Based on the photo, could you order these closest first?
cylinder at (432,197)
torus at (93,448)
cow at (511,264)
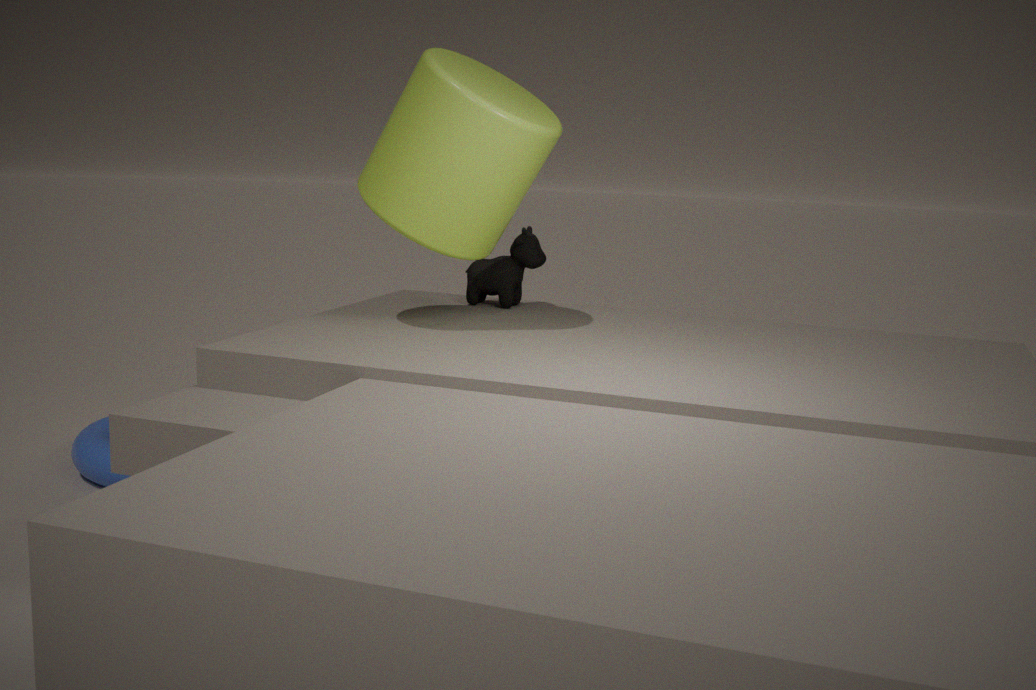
1. cylinder at (432,197)
2. torus at (93,448)
3. cow at (511,264)
